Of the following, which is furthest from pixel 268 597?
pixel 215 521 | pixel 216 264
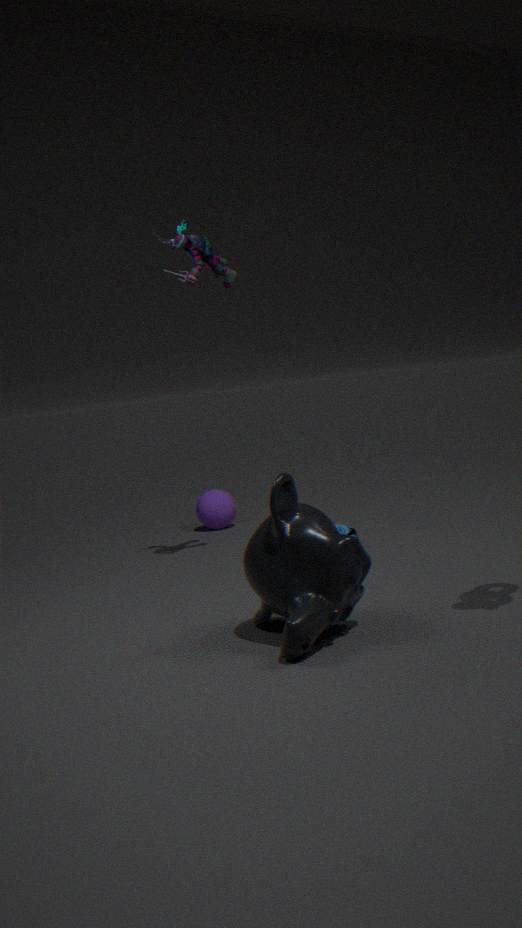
pixel 215 521
